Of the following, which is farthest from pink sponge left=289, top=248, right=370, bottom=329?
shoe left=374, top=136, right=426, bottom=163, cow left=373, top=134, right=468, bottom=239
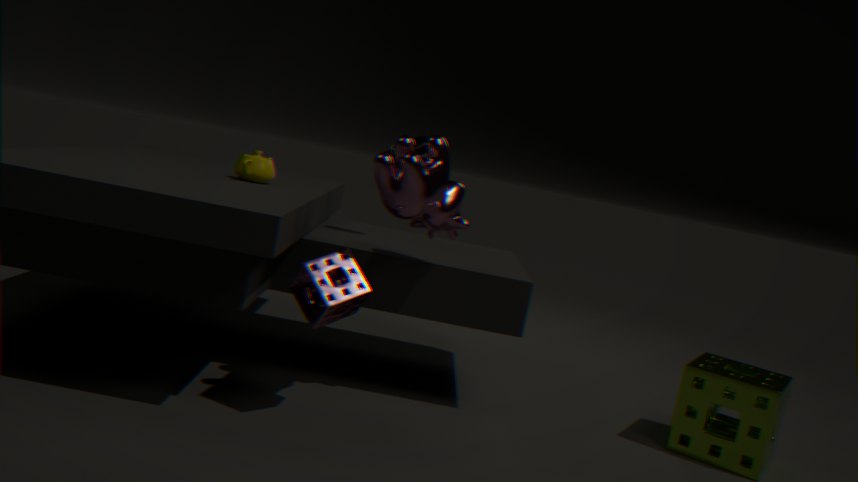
shoe left=374, top=136, right=426, bottom=163
